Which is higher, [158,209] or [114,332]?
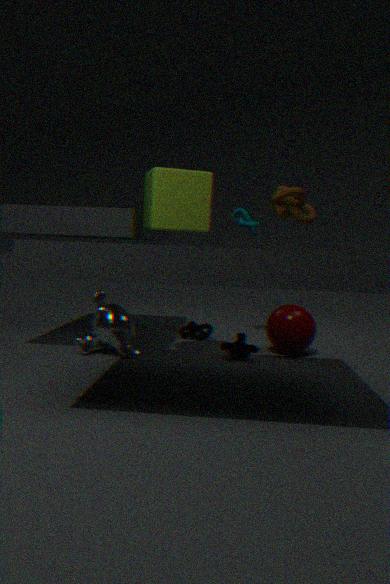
[158,209]
